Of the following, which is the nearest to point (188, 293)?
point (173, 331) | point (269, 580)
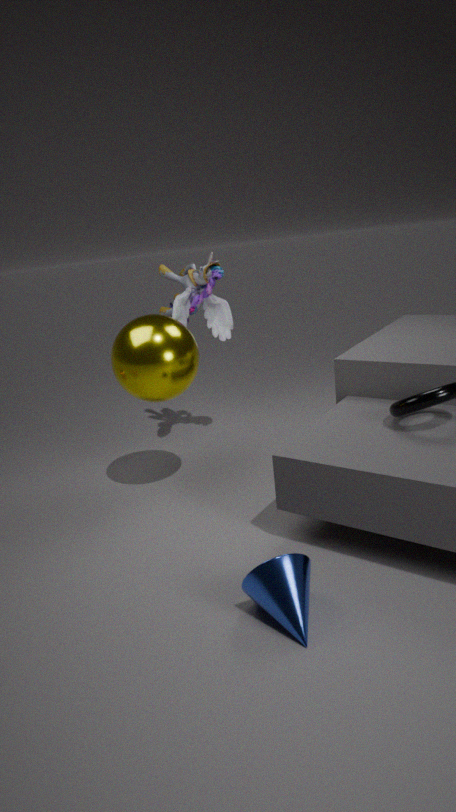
point (173, 331)
